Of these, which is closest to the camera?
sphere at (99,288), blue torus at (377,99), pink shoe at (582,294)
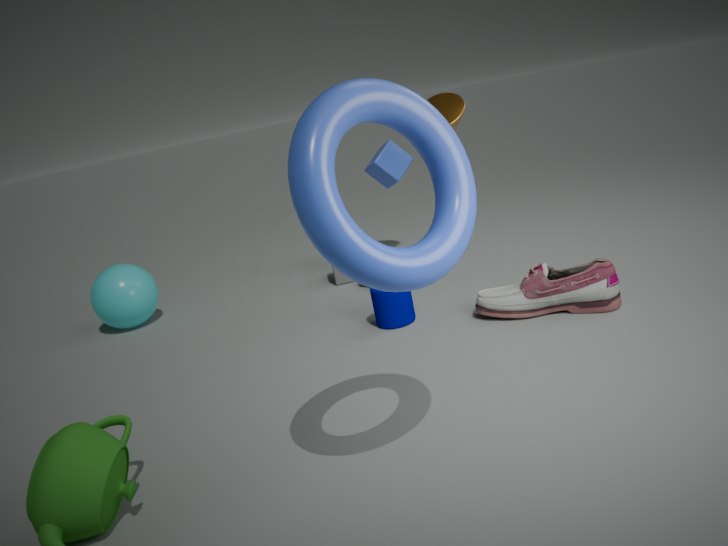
blue torus at (377,99)
